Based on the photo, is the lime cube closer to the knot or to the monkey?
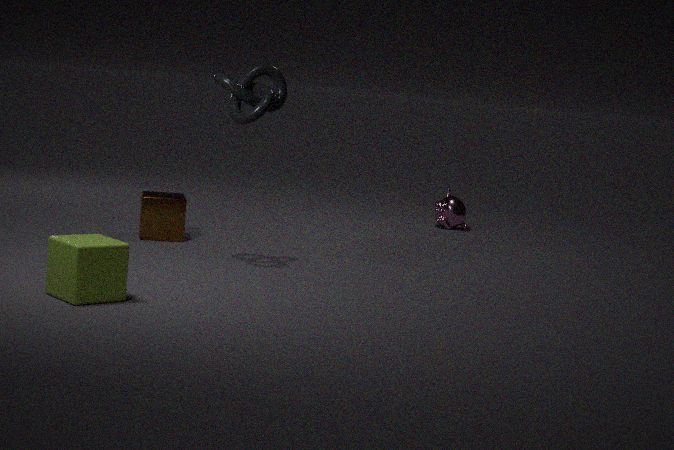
the knot
